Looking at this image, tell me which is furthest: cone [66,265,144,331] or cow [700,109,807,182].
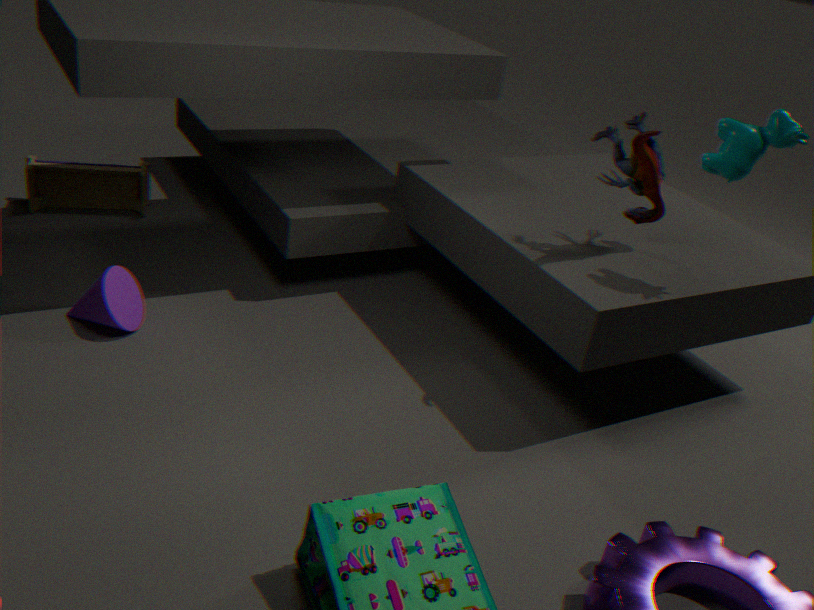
cone [66,265,144,331]
